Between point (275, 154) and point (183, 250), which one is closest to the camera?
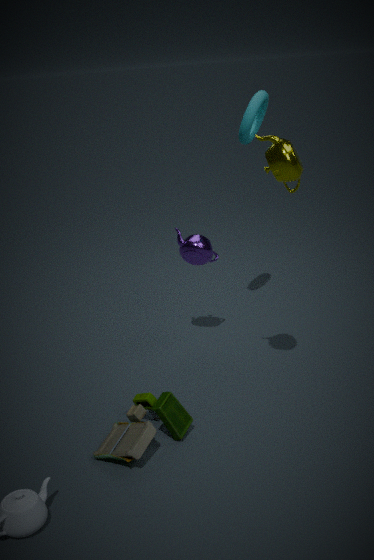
point (275, 154)
